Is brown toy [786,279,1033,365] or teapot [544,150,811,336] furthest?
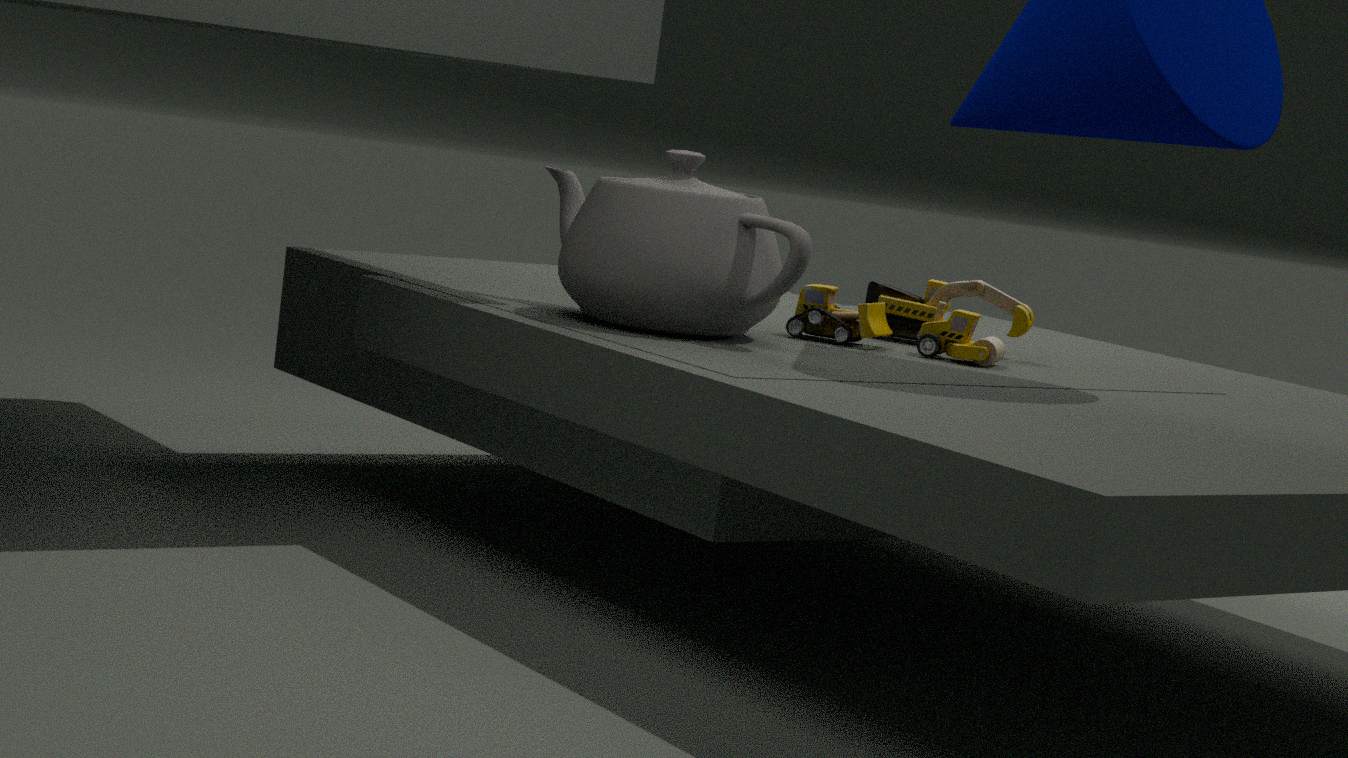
brown toy [786,279,1033,365]
